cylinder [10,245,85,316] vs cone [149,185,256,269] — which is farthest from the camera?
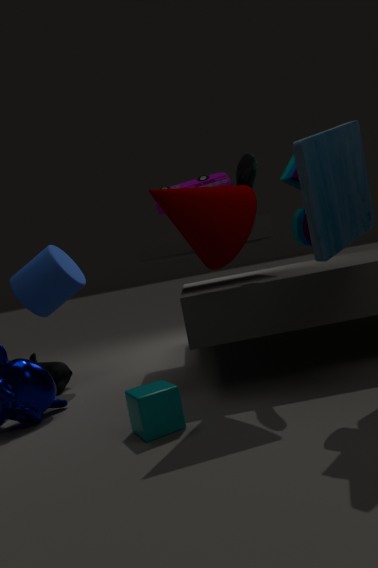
cylinder [10,245,85,316]
